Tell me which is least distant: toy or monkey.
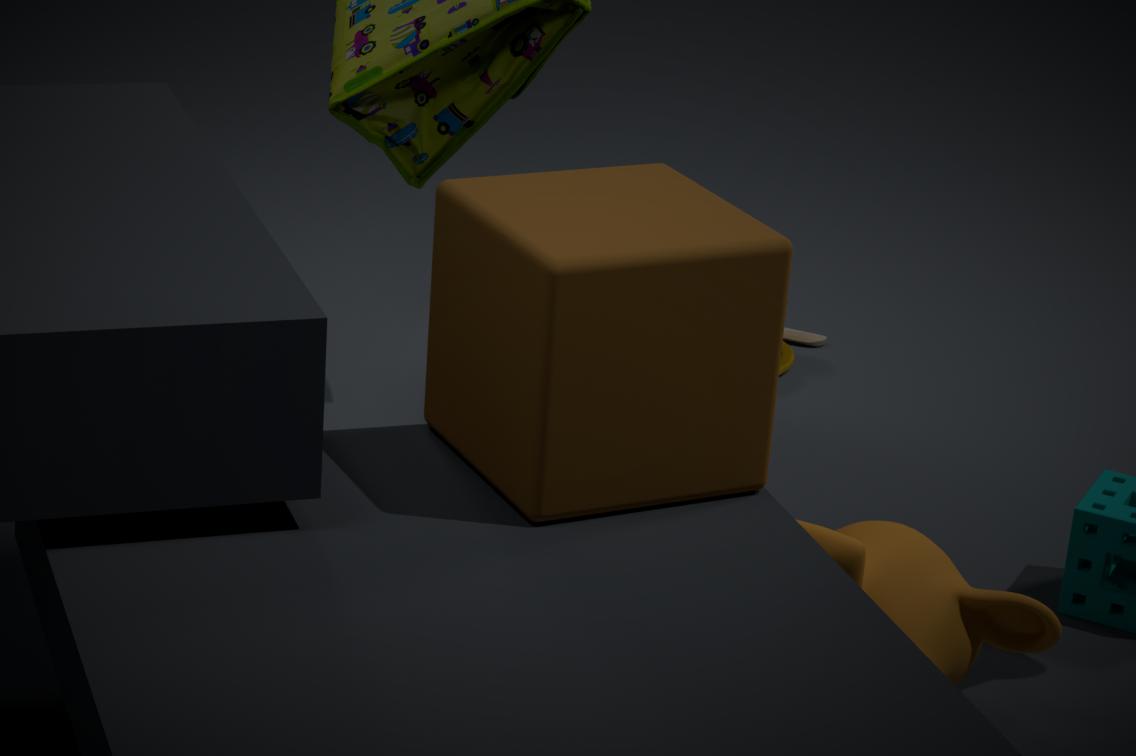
monkey
